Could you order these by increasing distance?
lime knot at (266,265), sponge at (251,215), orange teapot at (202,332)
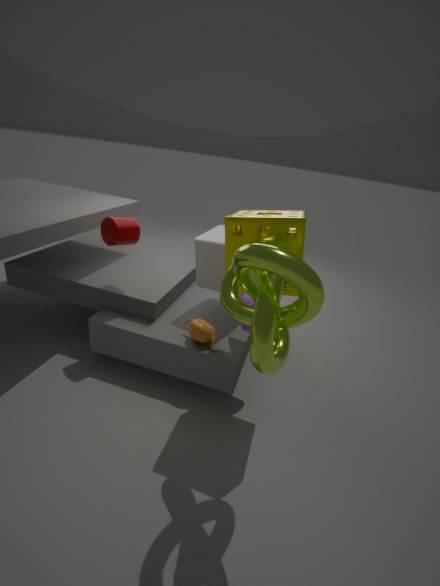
lime knot at (266,265), sponge at (251,215), orange teapot at (202,332)
